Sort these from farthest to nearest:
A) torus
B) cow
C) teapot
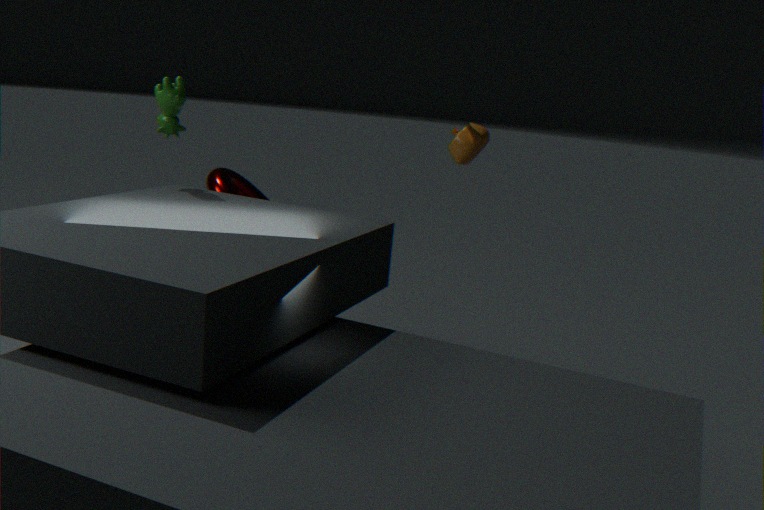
torus → cow → teapot
